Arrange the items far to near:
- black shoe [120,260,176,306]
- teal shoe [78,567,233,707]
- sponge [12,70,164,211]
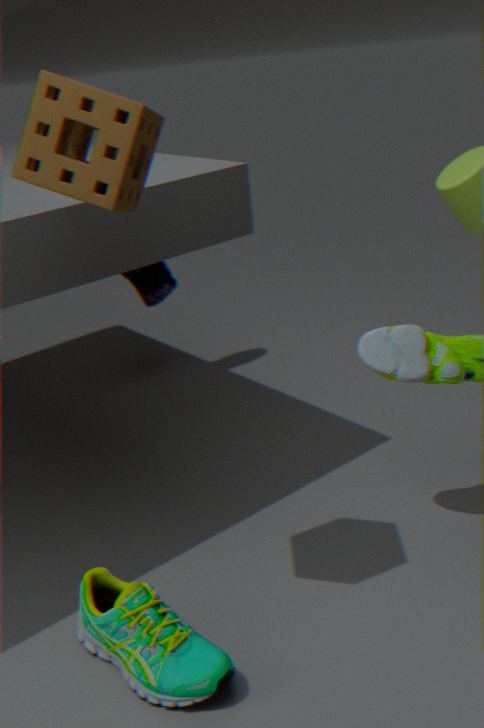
black shoe [120,260,176,306] < teal shoe [78,567,233,707] < sponge [12,70,164,211]
